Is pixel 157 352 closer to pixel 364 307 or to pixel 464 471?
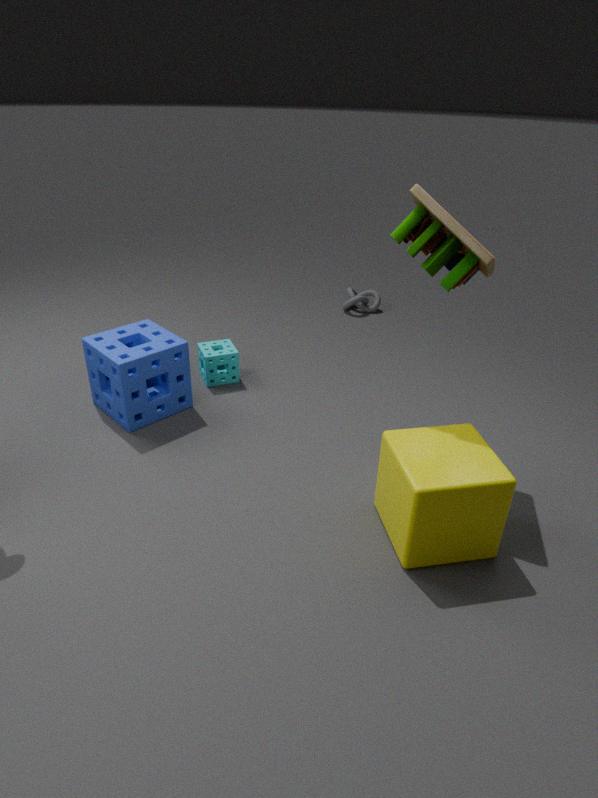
pixel 464 471
